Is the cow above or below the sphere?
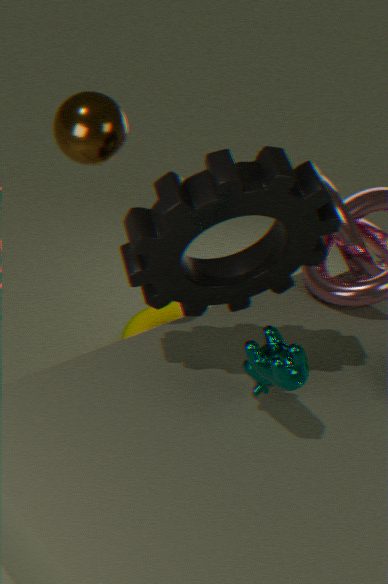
below
